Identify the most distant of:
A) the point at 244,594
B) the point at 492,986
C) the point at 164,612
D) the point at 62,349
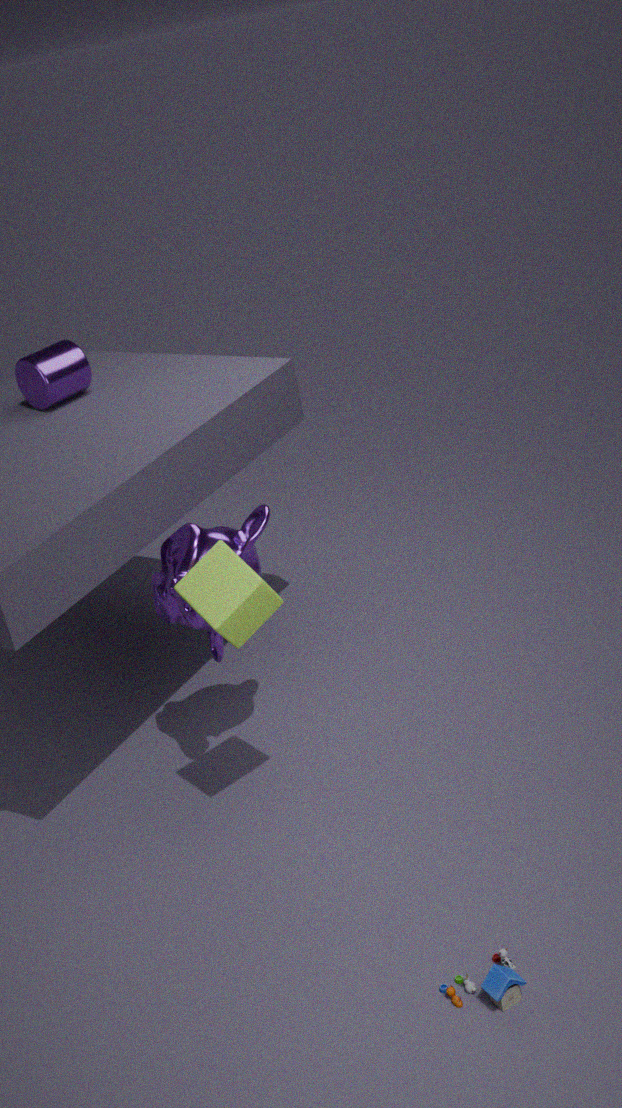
the point at 62,349
